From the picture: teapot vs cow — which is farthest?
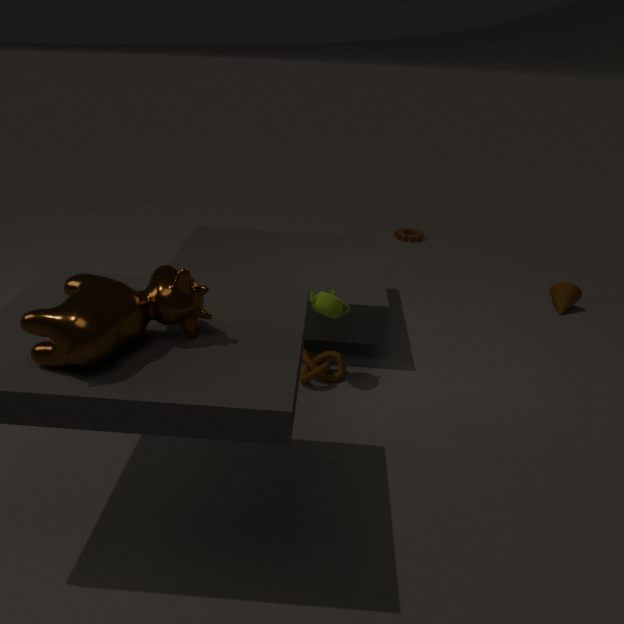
teapot
